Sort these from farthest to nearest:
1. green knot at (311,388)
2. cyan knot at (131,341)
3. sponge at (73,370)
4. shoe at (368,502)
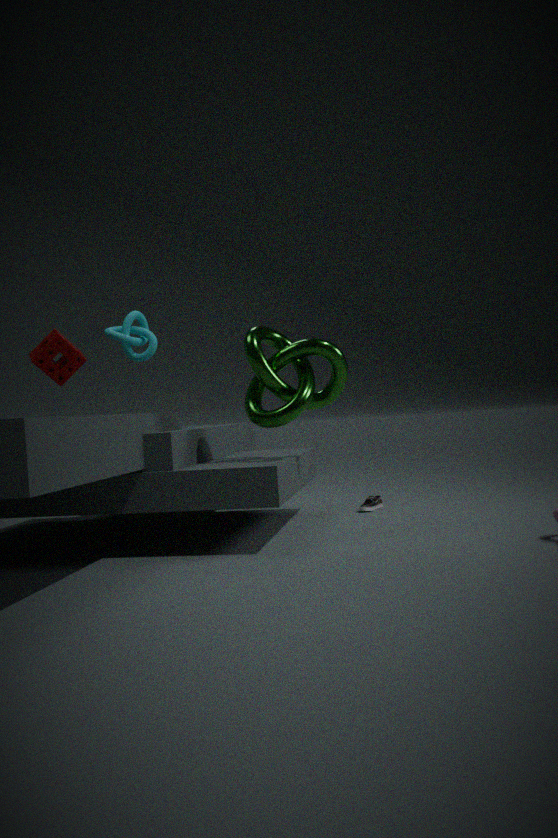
1. shoe at (368,502)
2. cyan knot at (131,341)
3. sponge at (73,370)
4. green knot at (311,388)
